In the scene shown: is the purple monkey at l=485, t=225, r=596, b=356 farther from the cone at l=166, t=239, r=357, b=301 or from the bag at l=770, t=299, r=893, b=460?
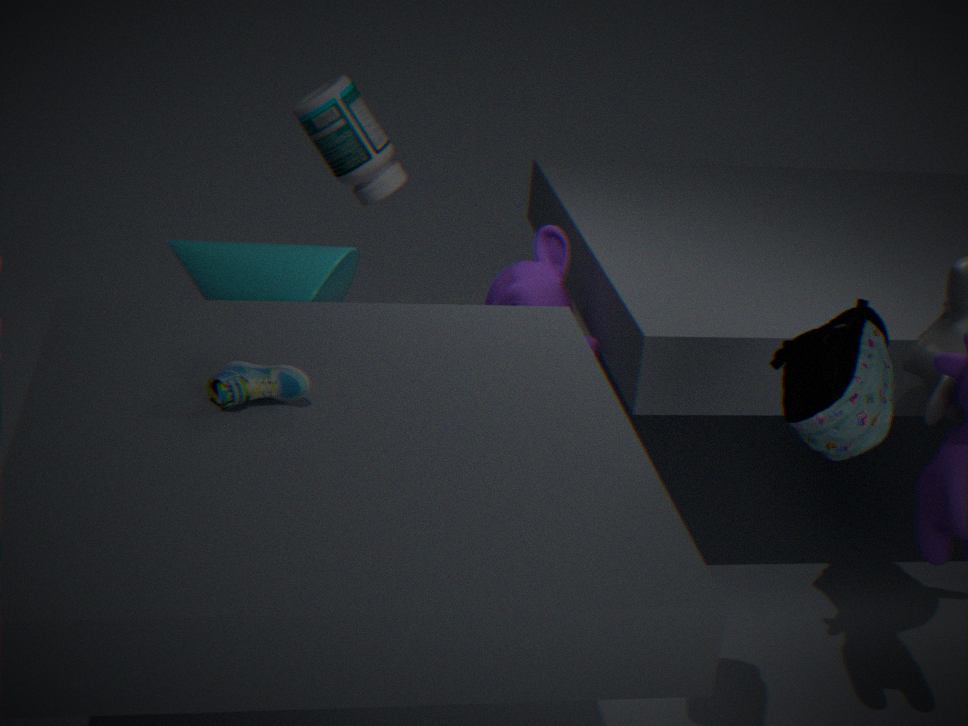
the bag at l=770, t=299, r=893, b=460
